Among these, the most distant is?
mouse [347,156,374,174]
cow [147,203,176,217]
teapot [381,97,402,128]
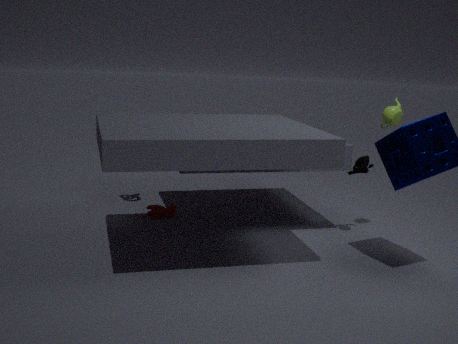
cow [147,203,176,217]
